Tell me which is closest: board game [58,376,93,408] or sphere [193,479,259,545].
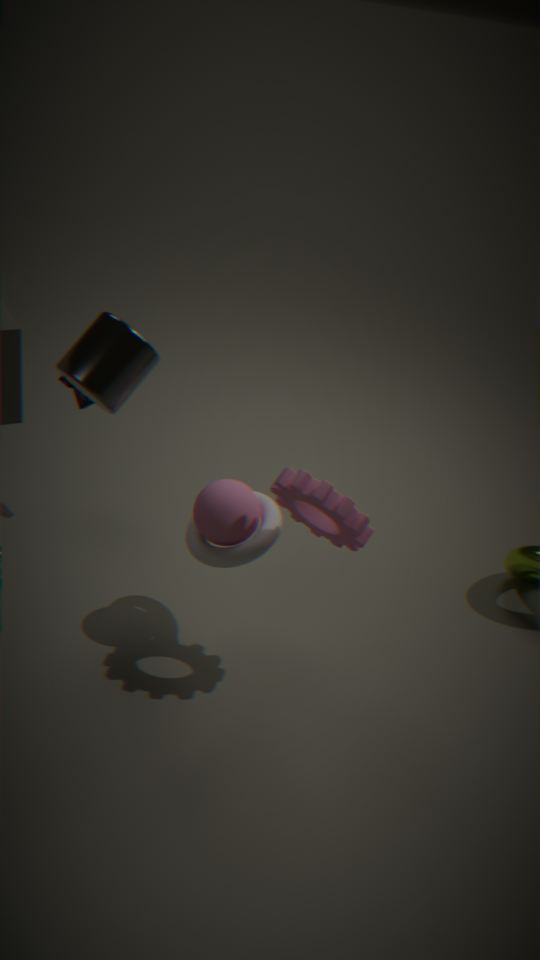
sphere [193,479,259,545]
